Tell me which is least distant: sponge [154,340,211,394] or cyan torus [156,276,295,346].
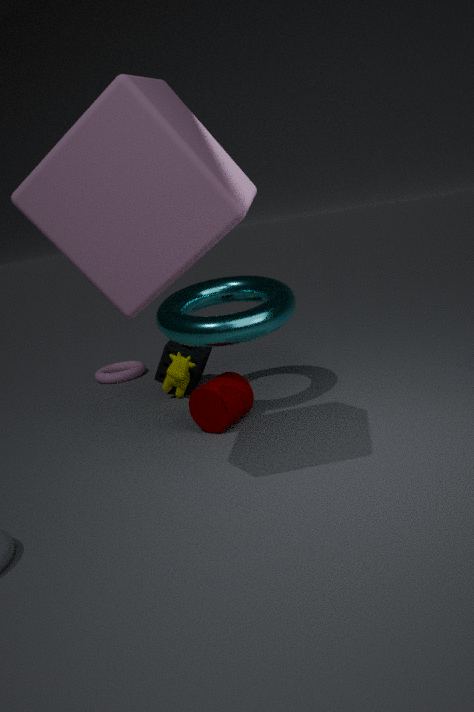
cyan torus [156,276,295,346]
